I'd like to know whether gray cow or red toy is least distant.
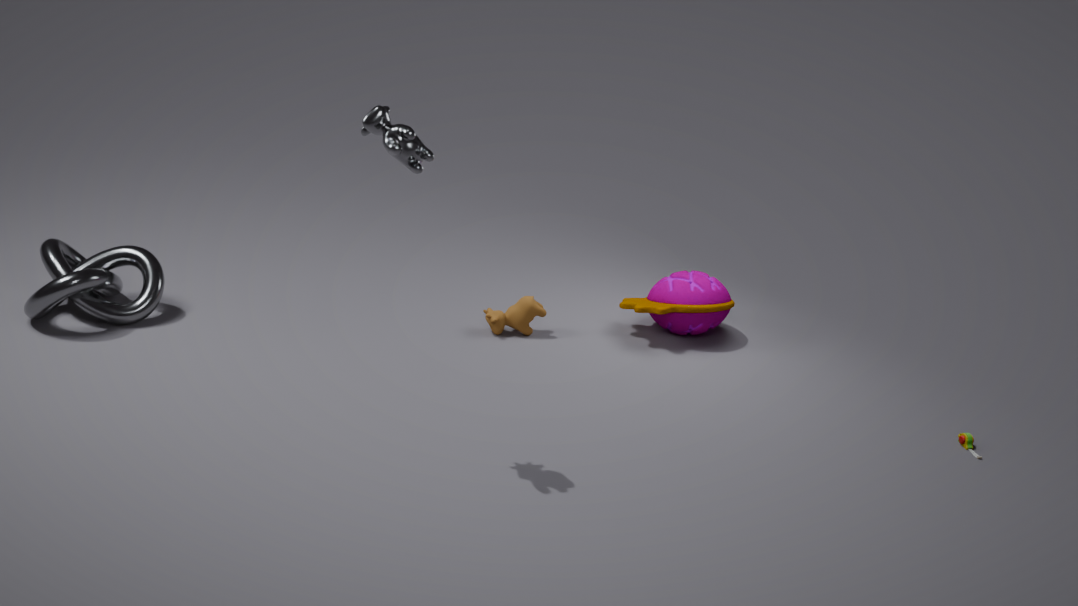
gray cow
